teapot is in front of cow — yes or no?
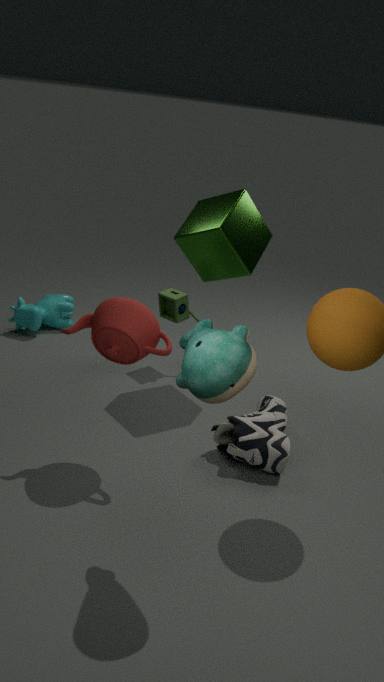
Yes
